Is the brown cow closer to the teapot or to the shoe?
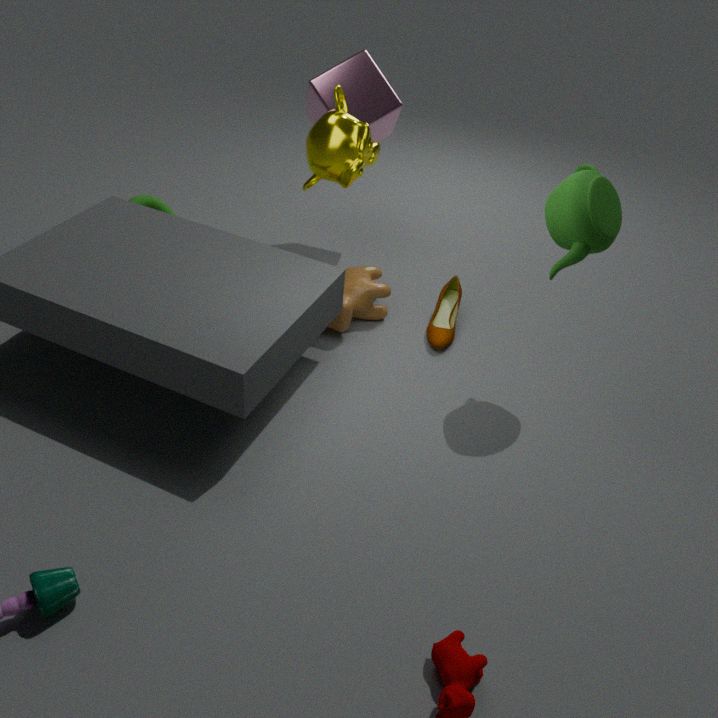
the shoe
